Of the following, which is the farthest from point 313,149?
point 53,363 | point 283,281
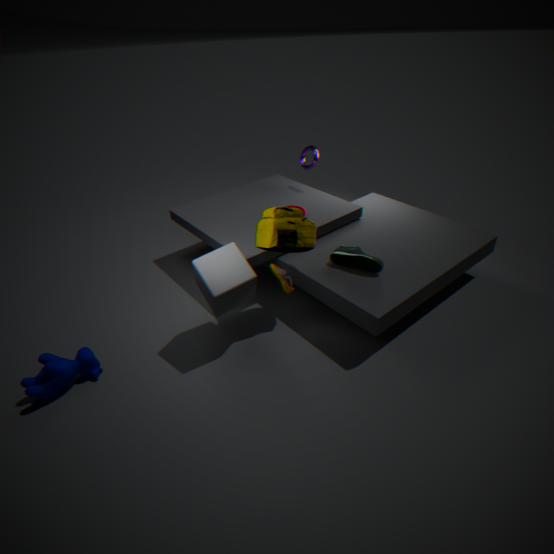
point 53,363
